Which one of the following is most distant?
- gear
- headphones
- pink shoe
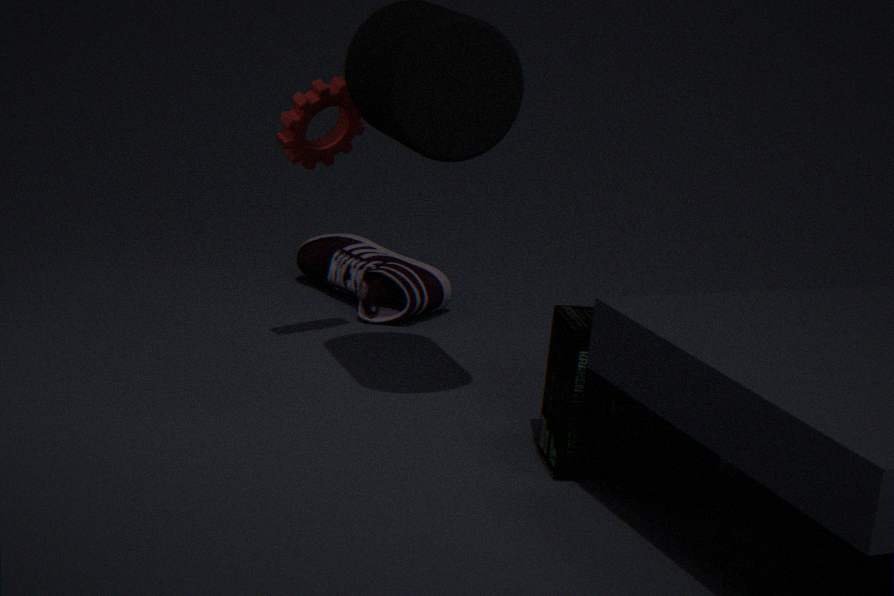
pink shoe
